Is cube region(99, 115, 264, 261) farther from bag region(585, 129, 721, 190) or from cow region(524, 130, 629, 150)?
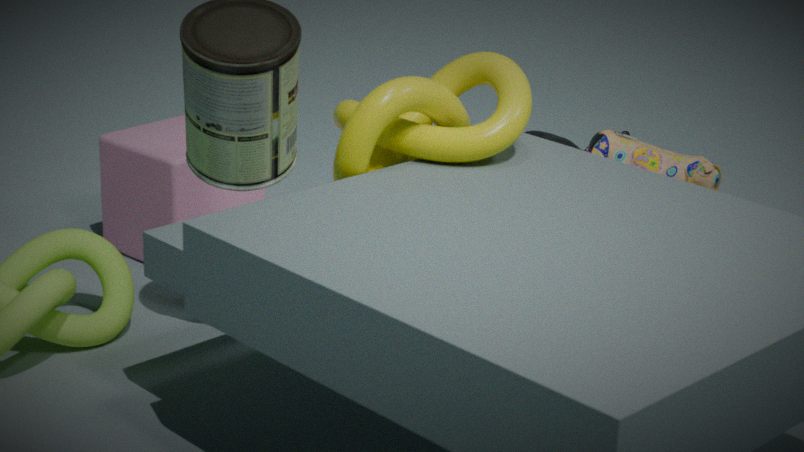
bag region(585, 129, 721, 190)
